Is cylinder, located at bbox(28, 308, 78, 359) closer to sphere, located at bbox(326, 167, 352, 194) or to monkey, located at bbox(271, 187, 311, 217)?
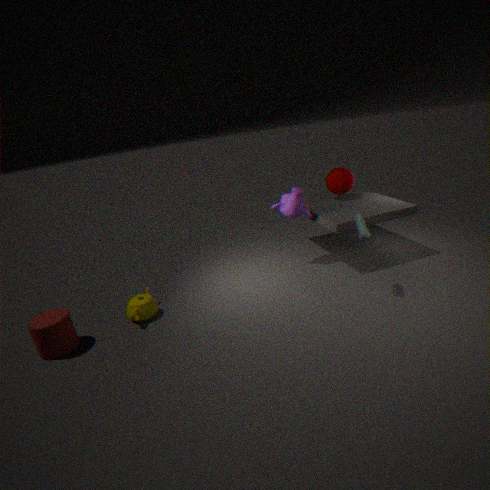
monkey, located at bbox(271, 187, 311, 217)
